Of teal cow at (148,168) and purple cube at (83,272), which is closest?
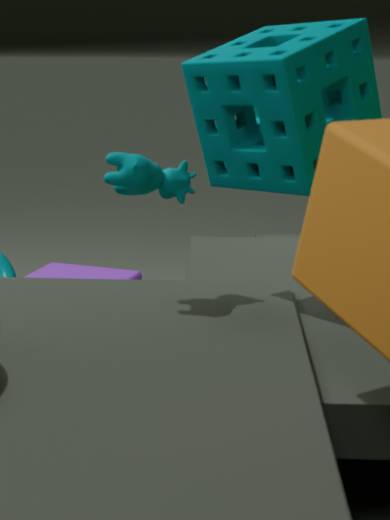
teal cow at (148,168)
